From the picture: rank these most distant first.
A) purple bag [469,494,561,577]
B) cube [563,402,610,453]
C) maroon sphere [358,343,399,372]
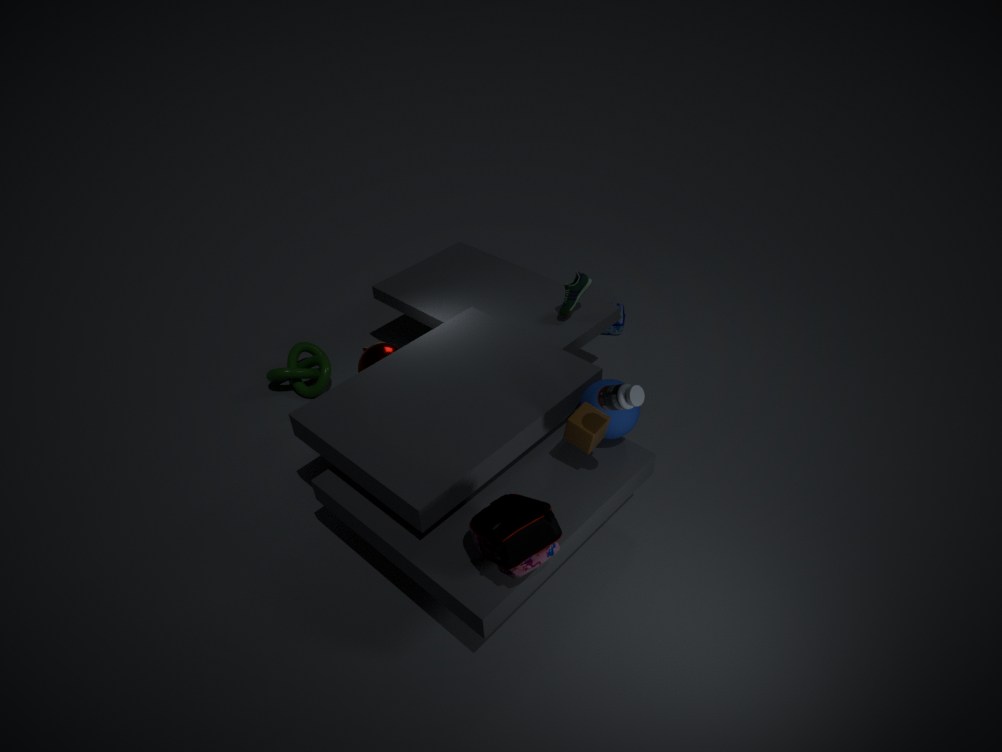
maroon sphere [358,343,399,372] < cube [563,402,610,453] < purple bag [469,494,561,577]
